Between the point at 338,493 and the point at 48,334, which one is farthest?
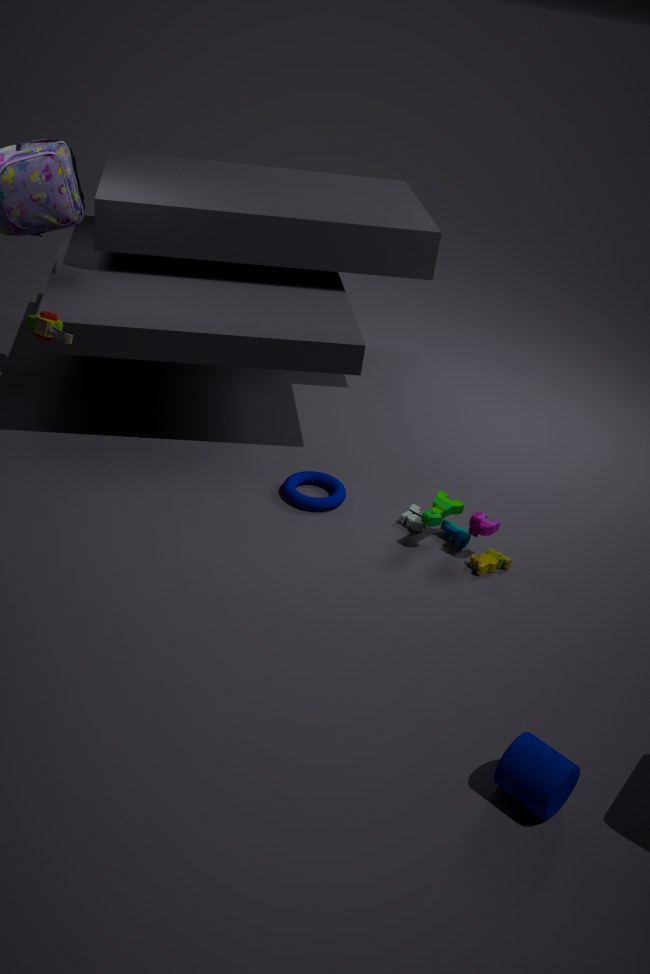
the point at 338,493
